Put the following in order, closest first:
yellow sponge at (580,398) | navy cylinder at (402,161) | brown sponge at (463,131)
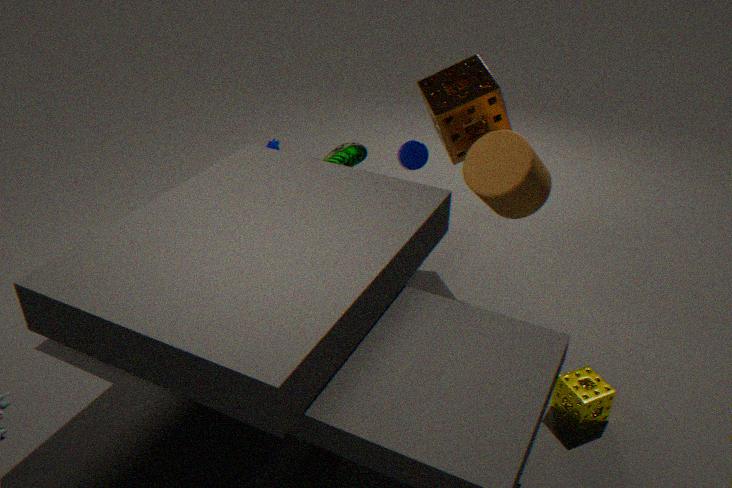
yellow sponge at (580,398) < brown sponge at (463,131) < navy cylinder at (402,161)
